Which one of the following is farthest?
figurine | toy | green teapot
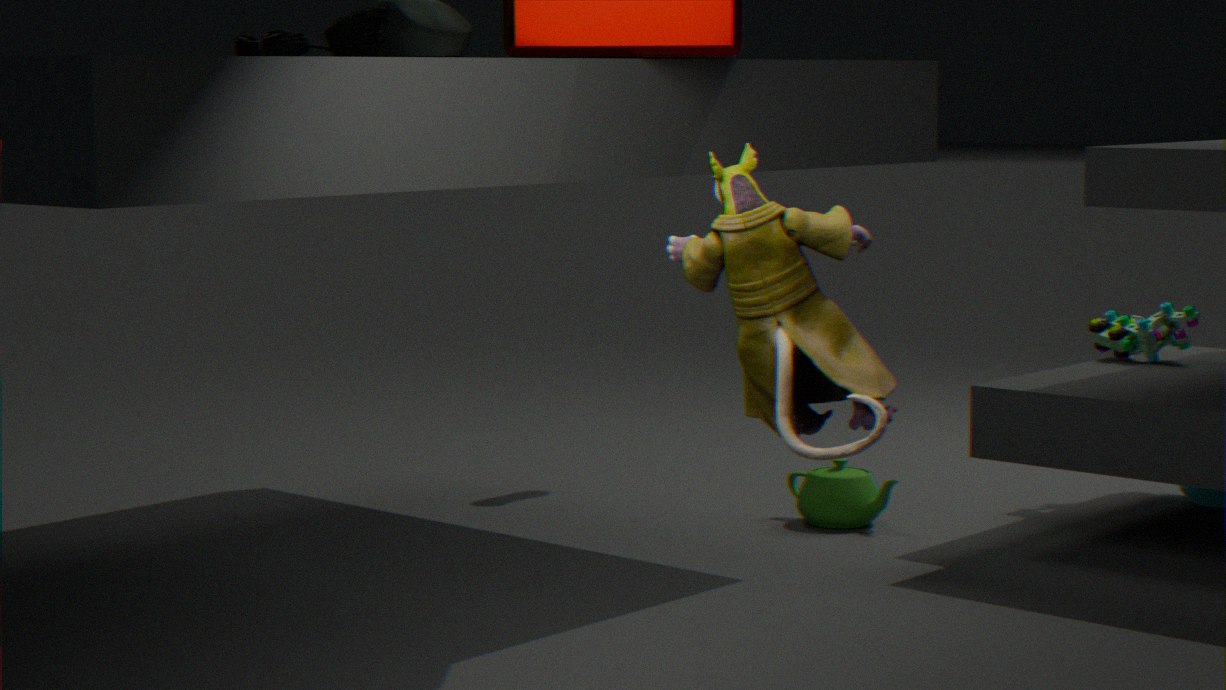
toy
